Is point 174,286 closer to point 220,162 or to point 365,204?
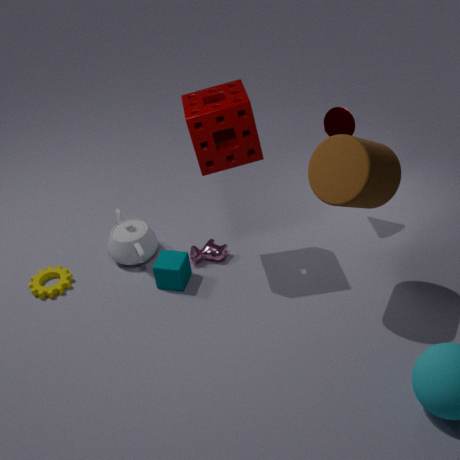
point 220,162
